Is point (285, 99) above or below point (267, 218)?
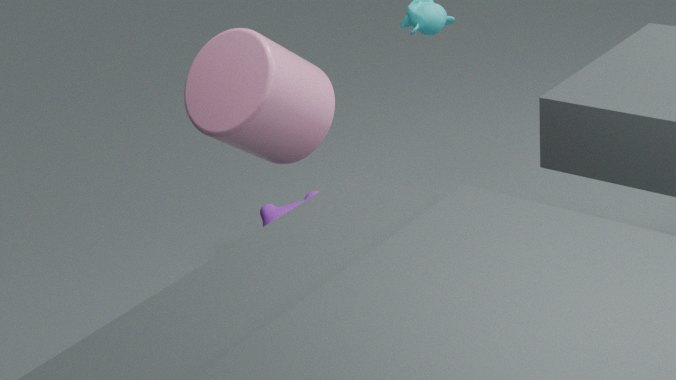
above
